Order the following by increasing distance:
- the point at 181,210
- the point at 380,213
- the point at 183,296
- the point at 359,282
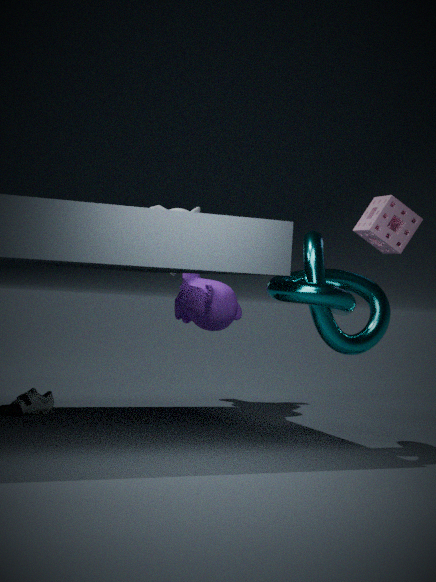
the point at 359,282 < the point at 380,213 < the point at 183,296 < the point at 181,210
